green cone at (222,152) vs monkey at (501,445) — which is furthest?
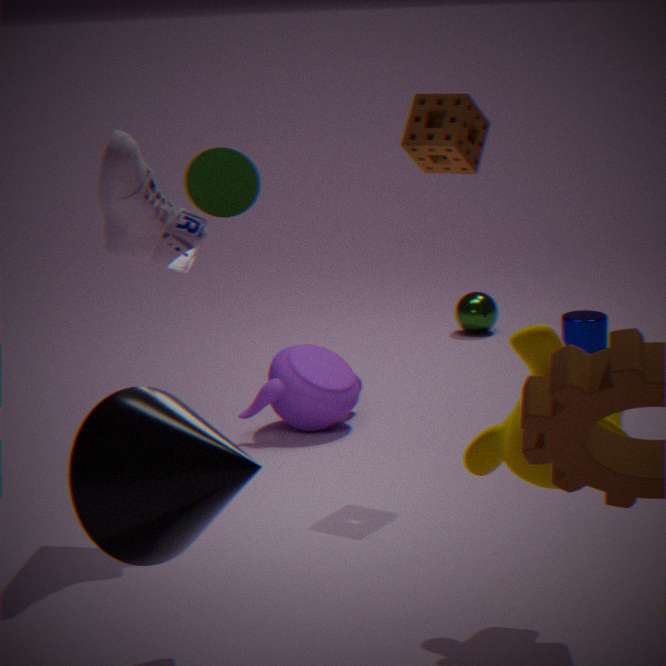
green cone at (222,152)
